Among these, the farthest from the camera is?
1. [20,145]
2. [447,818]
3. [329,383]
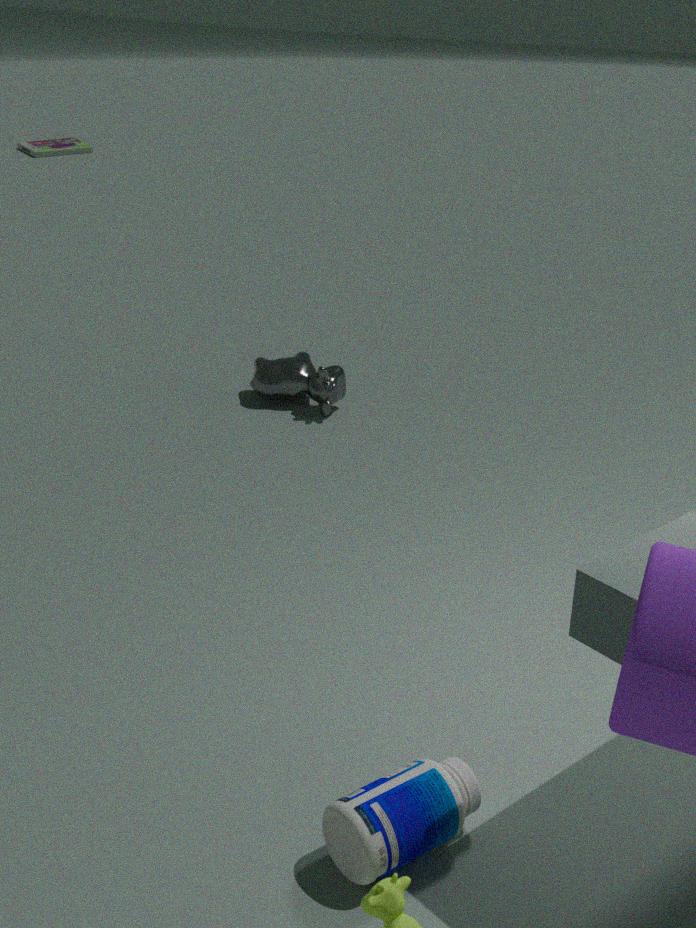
[20,145]
